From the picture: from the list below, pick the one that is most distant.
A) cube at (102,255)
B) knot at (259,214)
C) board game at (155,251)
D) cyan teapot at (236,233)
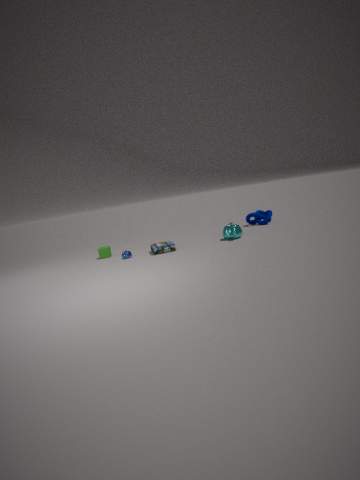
knot at (259,214)
